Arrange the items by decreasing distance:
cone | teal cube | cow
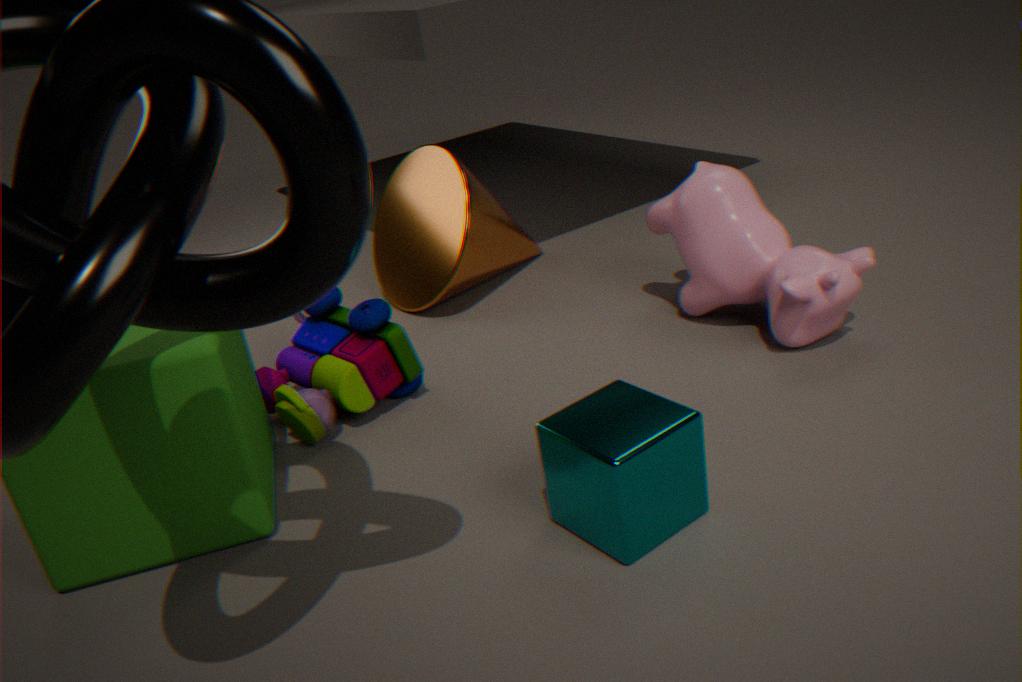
1. cone
2. cow
3. teal cube
